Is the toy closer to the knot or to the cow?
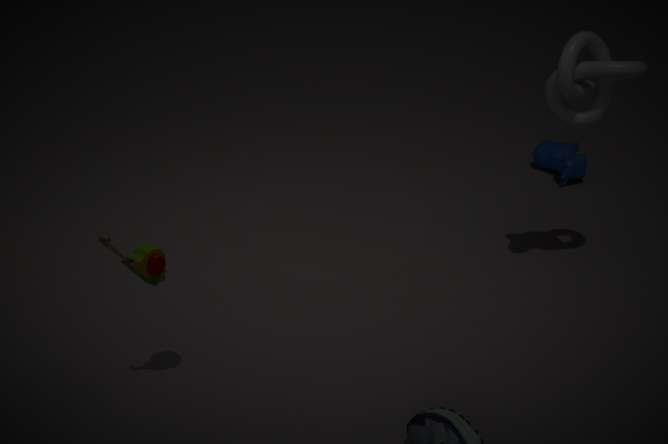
the knot
